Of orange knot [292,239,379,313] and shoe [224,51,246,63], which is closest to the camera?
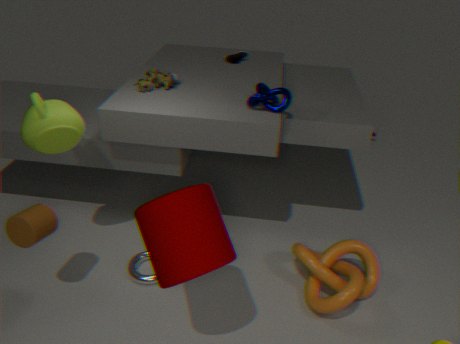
orange knot [292,239,379,313]
